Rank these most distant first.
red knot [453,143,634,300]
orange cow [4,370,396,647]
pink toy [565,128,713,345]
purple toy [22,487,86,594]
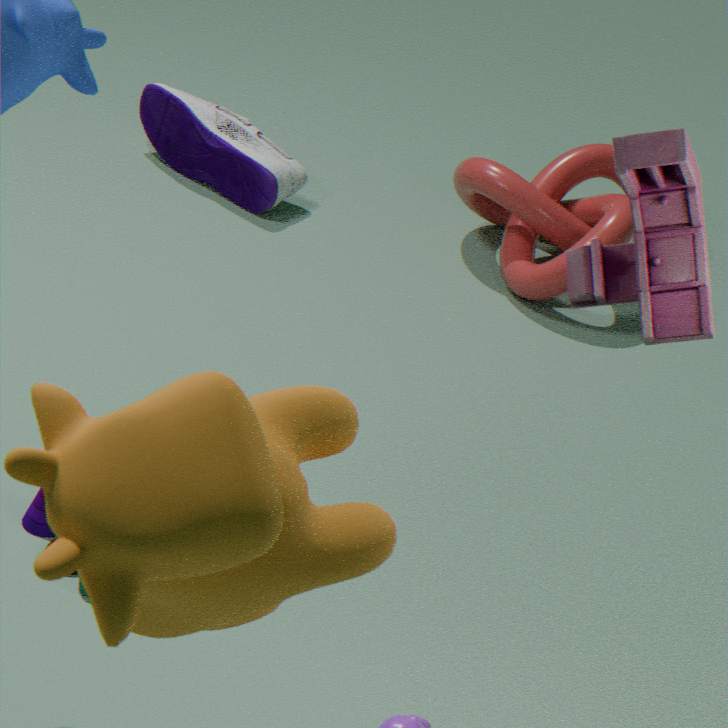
red knot [453,143,634,300] → purple toy [22,487,86,594] → pink toy [565,128,713,345] → orange cow [4,370,396,647]
